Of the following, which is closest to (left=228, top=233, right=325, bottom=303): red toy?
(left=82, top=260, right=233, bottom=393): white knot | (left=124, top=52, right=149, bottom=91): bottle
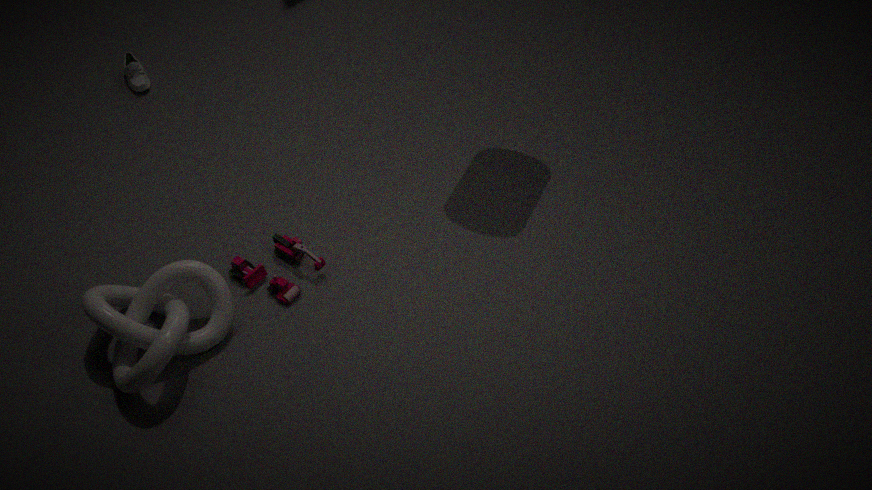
(left=82, top=260, right=233, bottom=393): white knot
